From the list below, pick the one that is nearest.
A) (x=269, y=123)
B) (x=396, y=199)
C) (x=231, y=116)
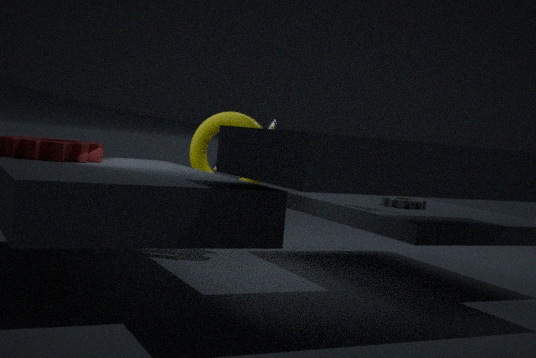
B. (x=396, y=199)
